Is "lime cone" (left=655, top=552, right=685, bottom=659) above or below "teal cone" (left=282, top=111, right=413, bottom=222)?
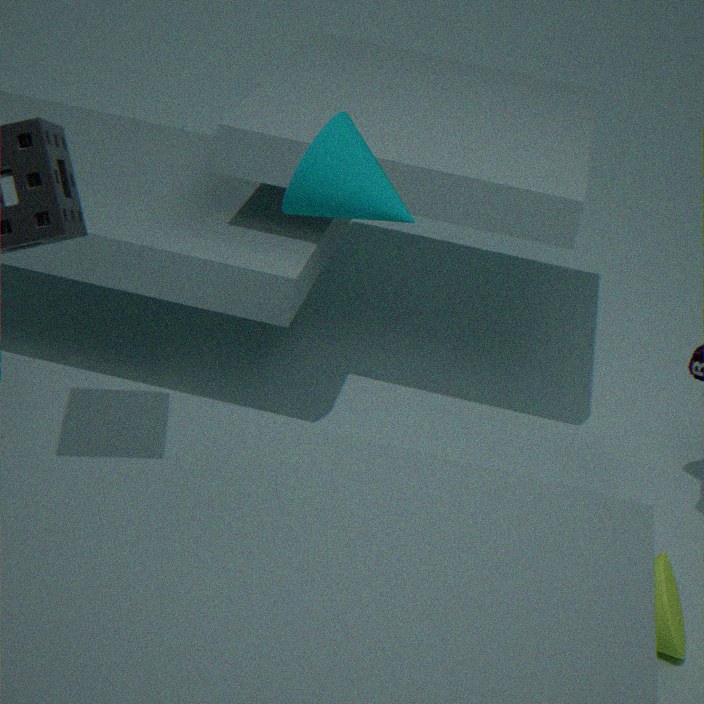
below
